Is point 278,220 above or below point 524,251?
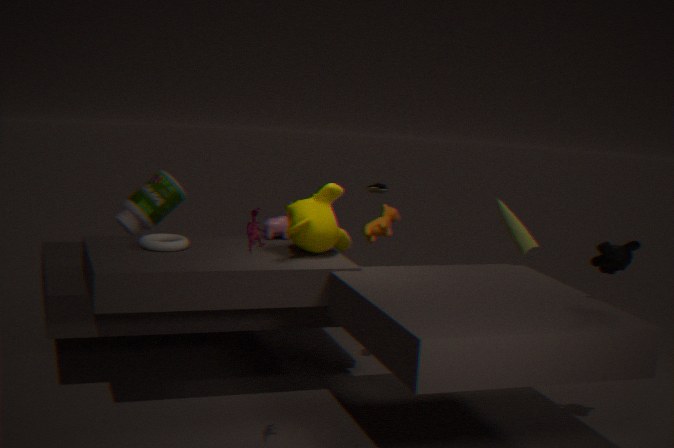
below
